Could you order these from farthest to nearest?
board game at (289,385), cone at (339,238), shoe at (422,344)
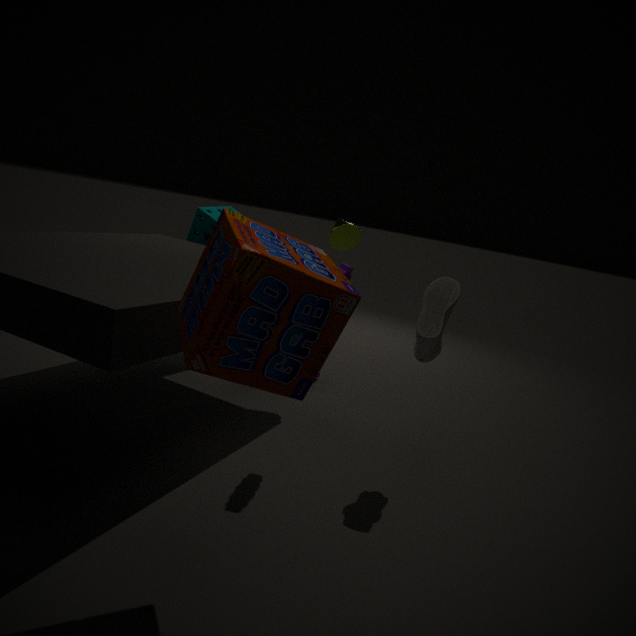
cone at (339,238)
shoe at (422,344)
board game at (289,385)
